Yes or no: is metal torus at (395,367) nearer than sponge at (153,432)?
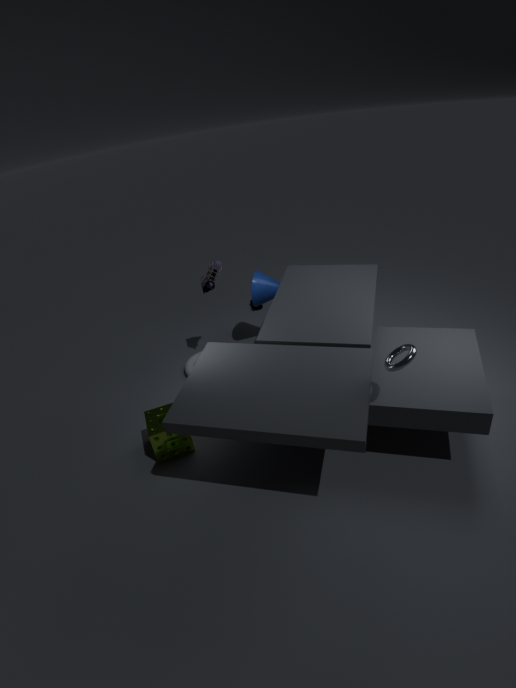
Yes
